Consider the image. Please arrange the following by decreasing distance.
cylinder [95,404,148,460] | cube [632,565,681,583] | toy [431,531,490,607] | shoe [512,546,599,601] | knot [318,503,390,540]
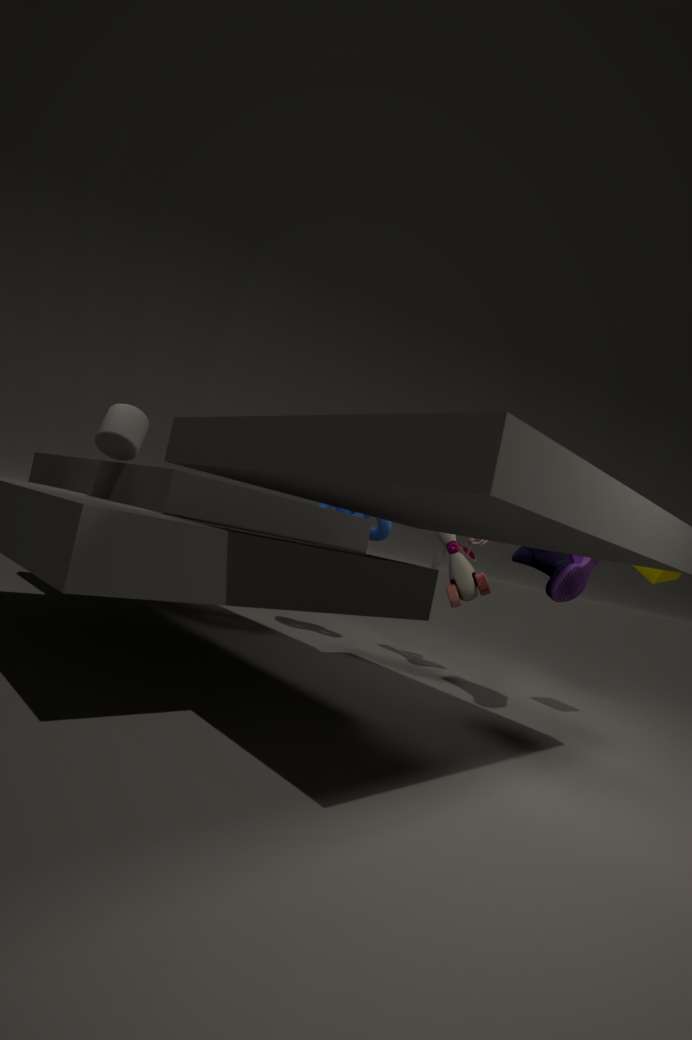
knot [318,503,390,540]
toy [431,531,490,607]
cube [632,565,681,583]
shoe [512,546,599,601]
cylinder [95,404,148,460]
